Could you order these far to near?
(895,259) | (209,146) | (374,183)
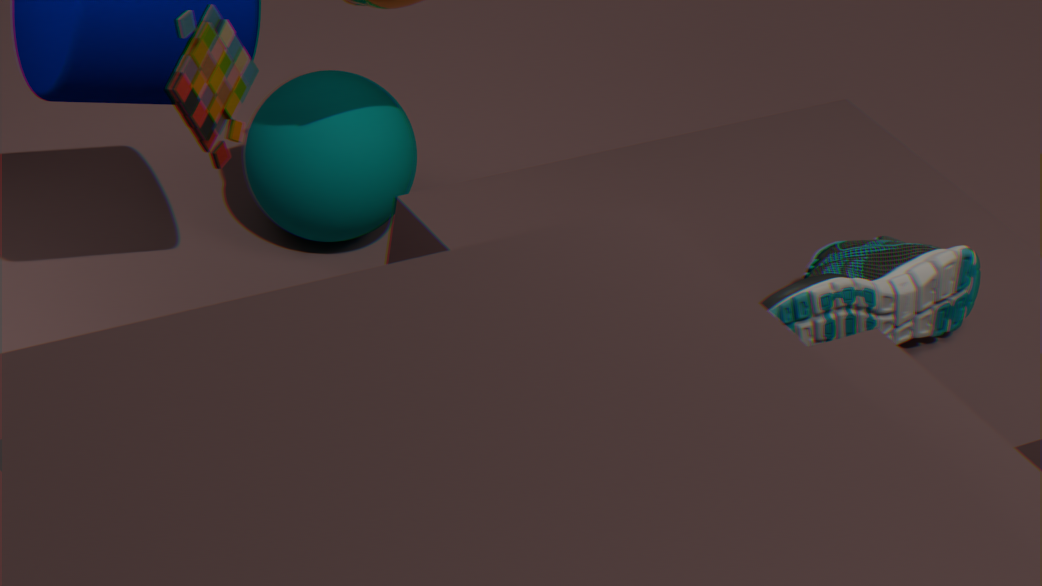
(374,183) → (895,259) → (209,146)
